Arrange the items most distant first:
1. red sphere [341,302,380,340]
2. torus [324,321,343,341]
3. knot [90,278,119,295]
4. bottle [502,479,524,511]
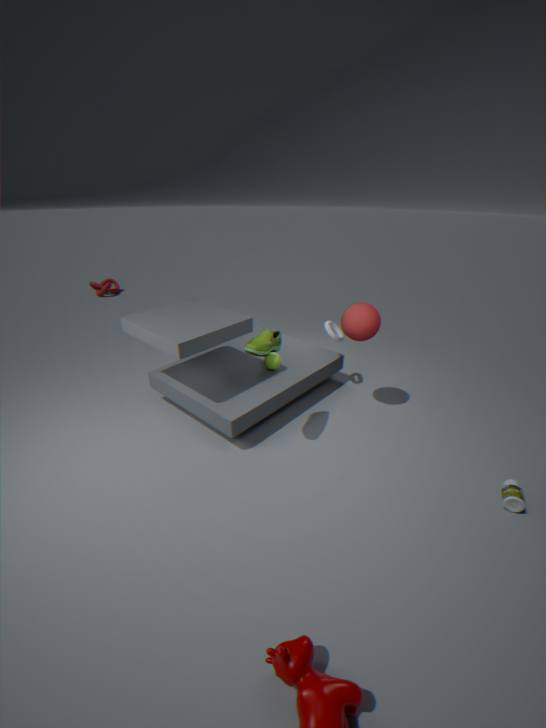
1. knot [90,278,119,295]
2. torus [324,321,343,341]
3. red sphere [341,302,380,340]
4. bottle [502,479,524,511]
